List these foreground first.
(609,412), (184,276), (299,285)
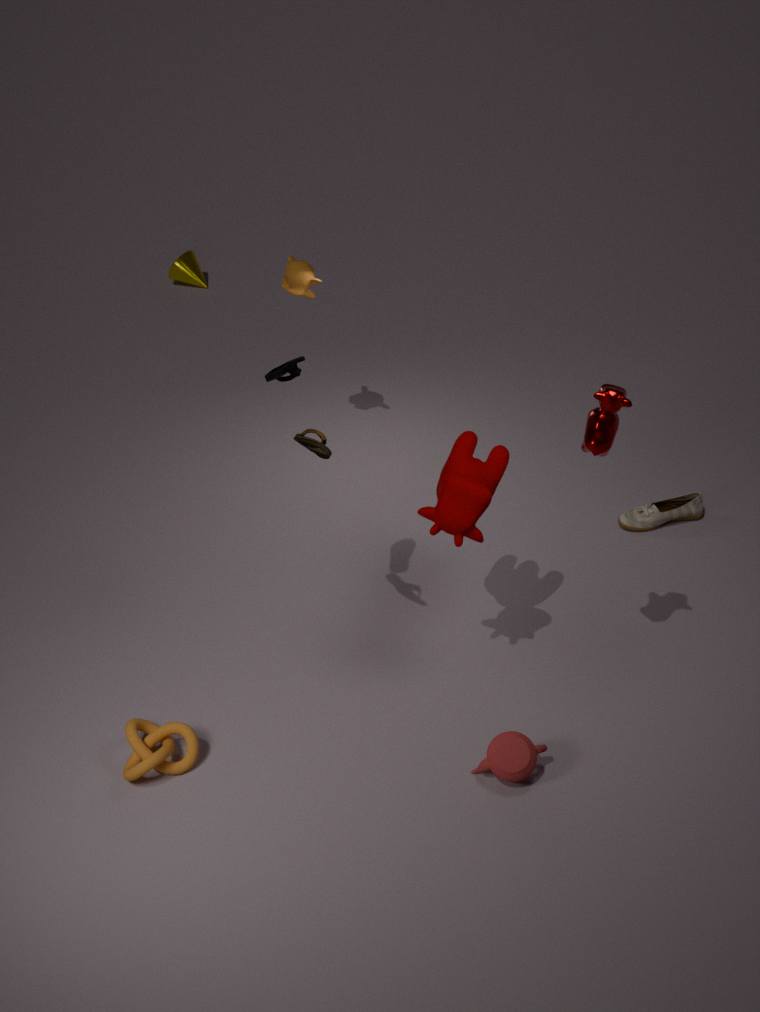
(609,412) < (299,285) < (184,276)
